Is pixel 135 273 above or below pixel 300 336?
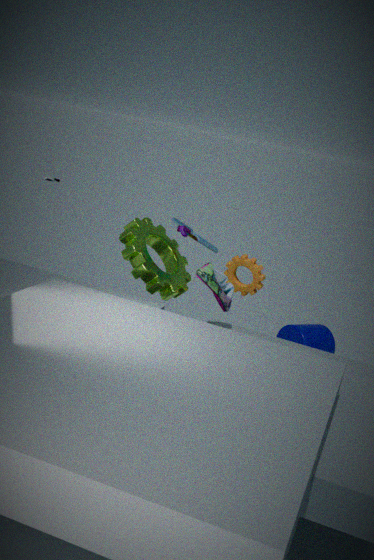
above
